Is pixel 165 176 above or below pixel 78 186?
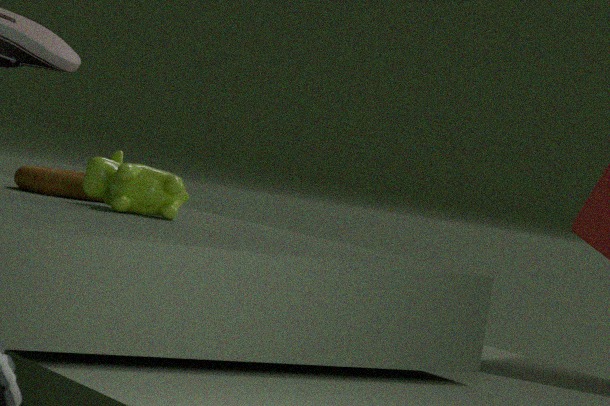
above
